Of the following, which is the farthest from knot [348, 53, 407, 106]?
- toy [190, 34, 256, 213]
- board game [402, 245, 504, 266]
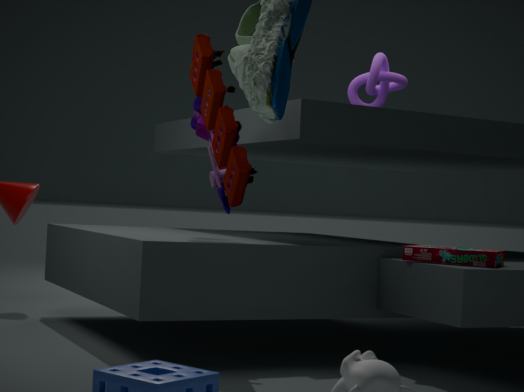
board game [402, 245, 504, 266]
